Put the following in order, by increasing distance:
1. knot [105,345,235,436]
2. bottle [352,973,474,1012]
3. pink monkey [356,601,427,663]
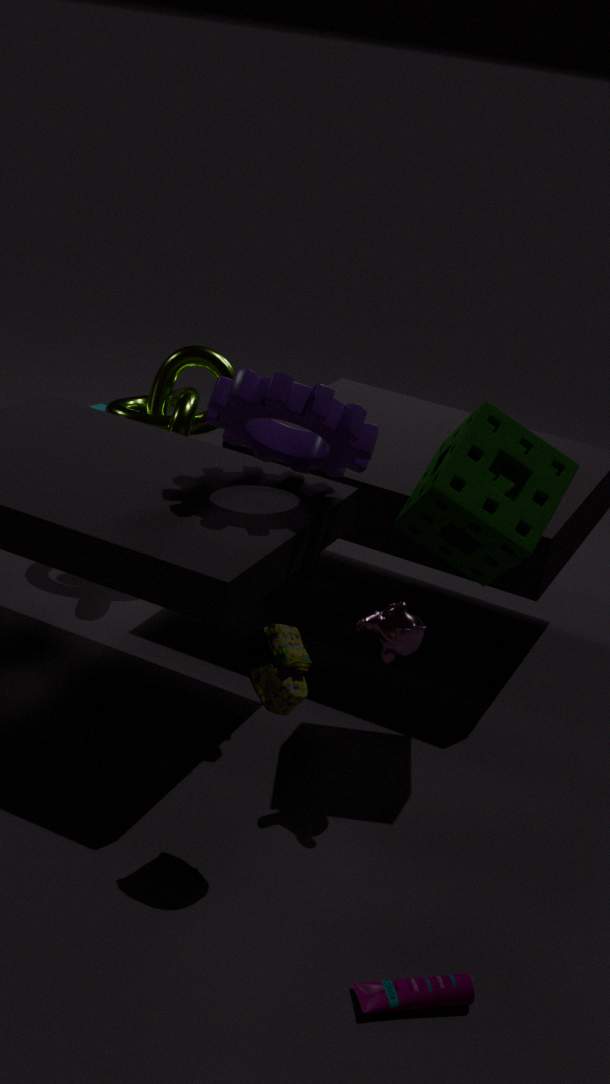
bottle [352,973,474,1012]
pink monkey [356,601,427,663]
knot [105,345,235,436]
